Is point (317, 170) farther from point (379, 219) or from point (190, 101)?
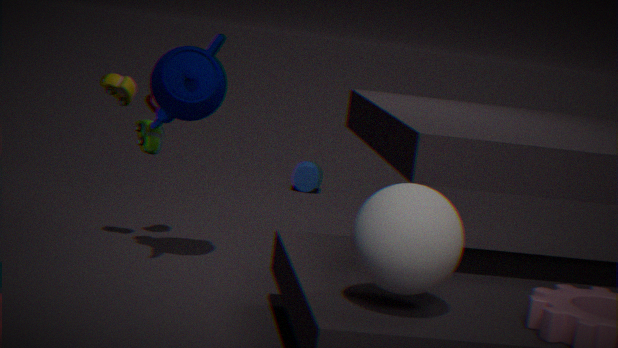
point (379, 219)
